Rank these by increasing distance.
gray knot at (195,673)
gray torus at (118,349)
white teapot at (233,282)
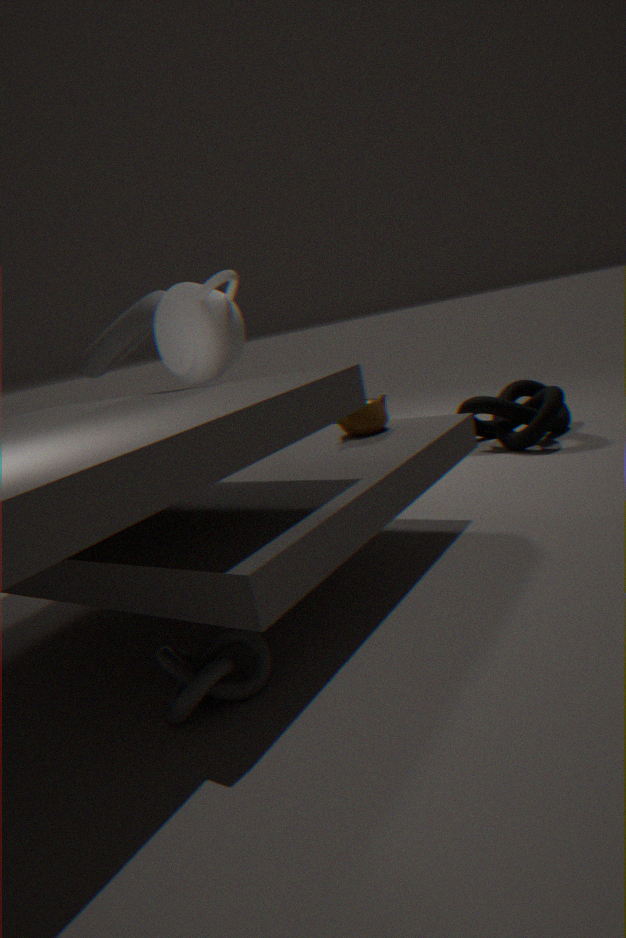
1. gray knot at (195,673)
2. white teapot at (233,282)
3. gray torus at (118,349)
